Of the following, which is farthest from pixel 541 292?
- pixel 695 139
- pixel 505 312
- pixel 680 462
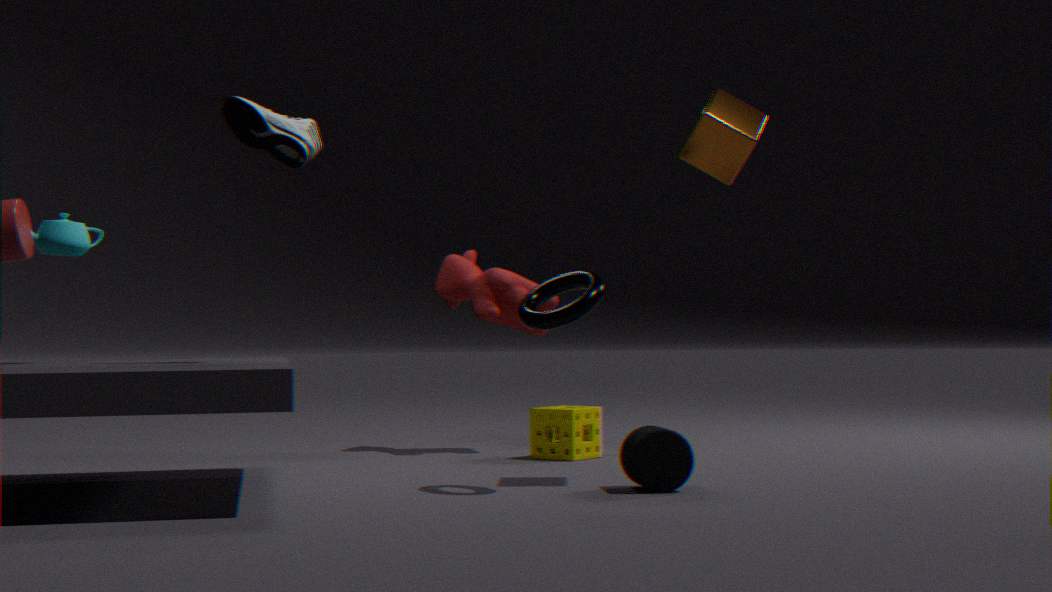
pixel 505 312
